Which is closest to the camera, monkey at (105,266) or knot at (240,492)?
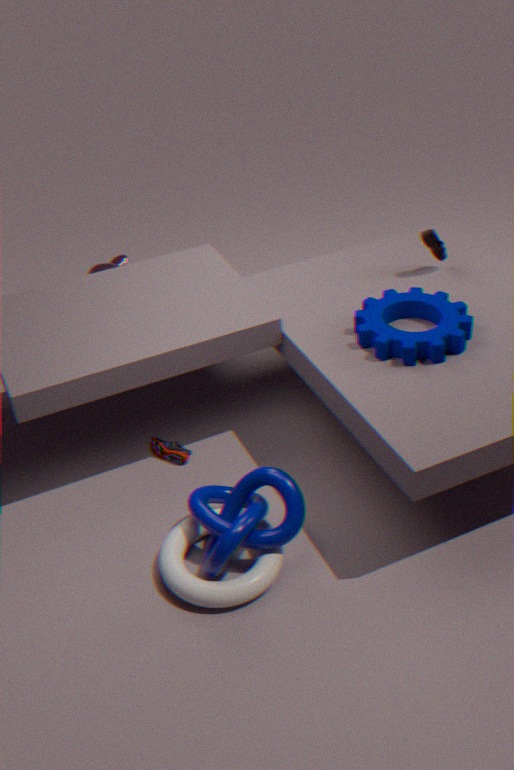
knot at (240,492)
